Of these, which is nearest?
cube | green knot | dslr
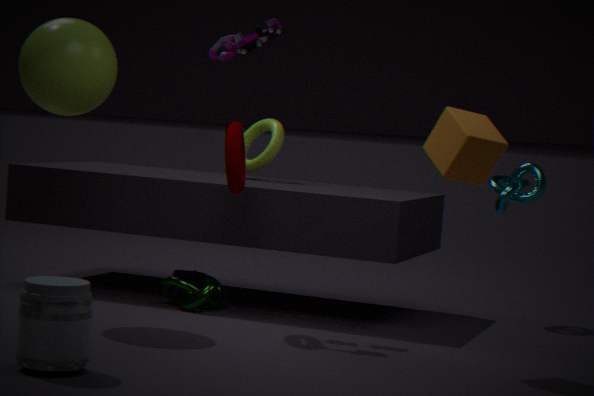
dslr
